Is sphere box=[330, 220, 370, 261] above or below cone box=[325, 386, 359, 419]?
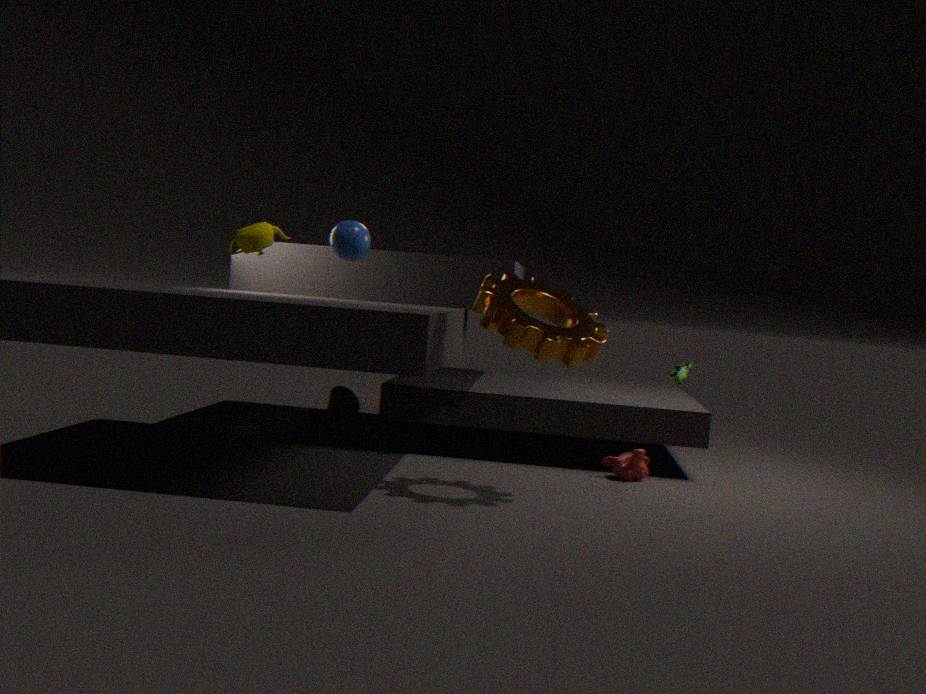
above
